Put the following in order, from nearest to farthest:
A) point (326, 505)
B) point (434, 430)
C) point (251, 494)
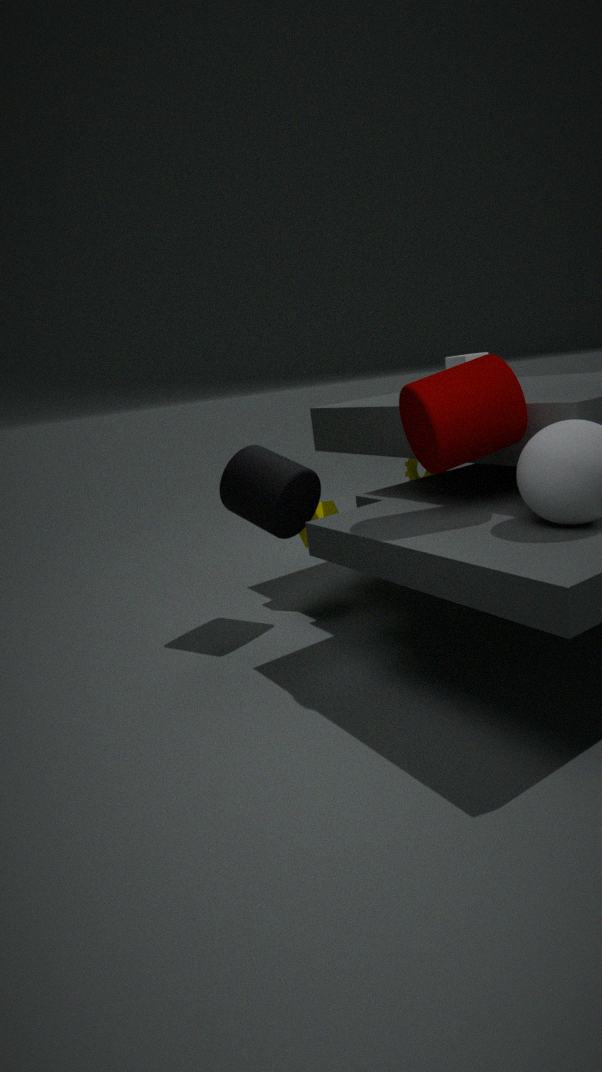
point (434, 430), point (251, 494), point (326, 505)
